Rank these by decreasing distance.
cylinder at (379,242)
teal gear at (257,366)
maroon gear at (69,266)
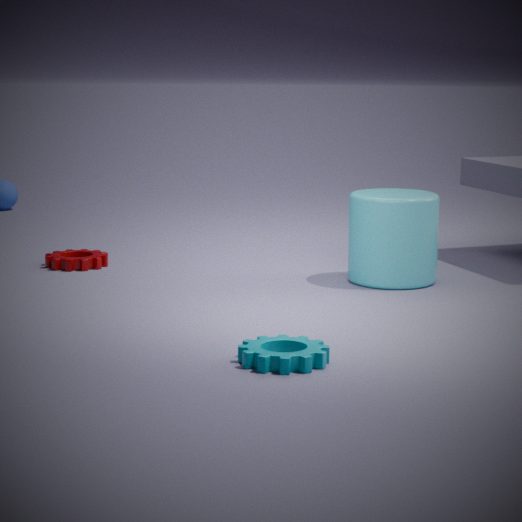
maroon gear at (69,266) < cylinder at (379,242) < teal gear at (257,366)
